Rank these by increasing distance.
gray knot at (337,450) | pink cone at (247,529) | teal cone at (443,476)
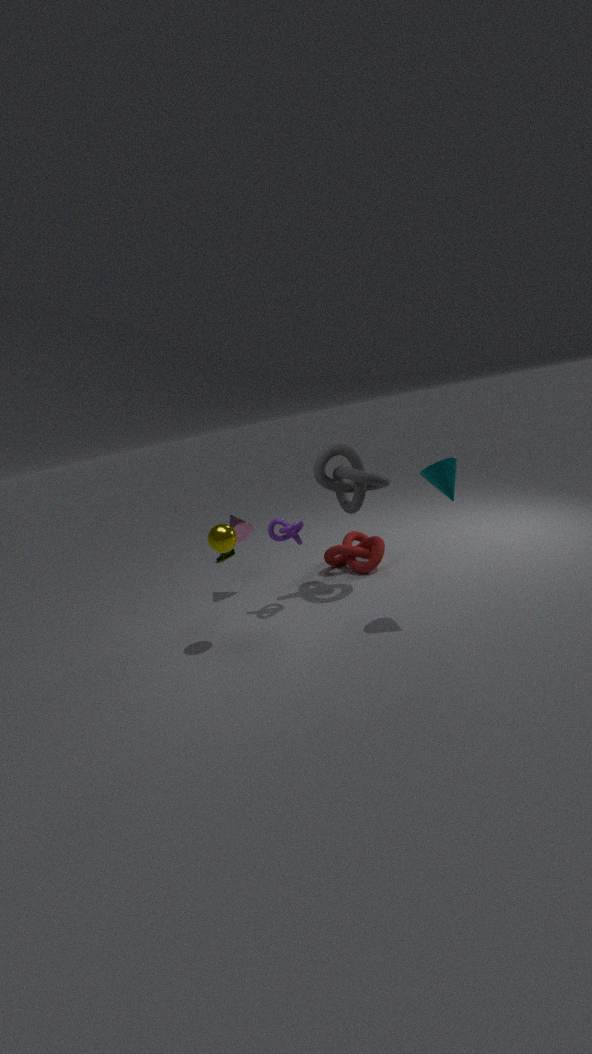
teal cone at (443,476)
gray knot at (337,450)
pink cone at (247,529)
